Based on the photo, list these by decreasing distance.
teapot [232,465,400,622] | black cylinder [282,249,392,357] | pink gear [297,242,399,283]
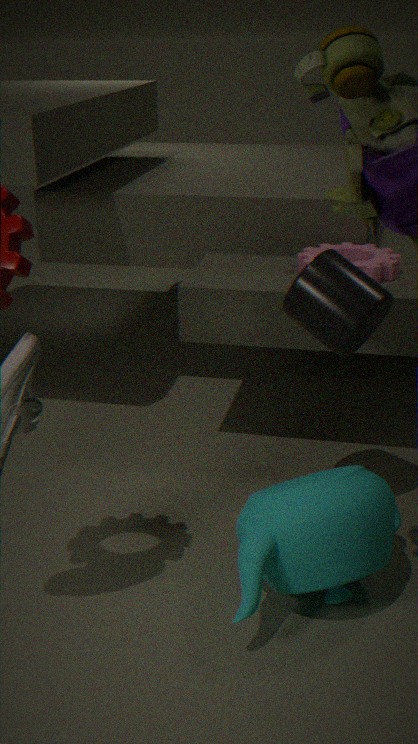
pink gear [297,242,399,283] → black cylinder [282,249,392,357] → teapot [232,465,400,622]
